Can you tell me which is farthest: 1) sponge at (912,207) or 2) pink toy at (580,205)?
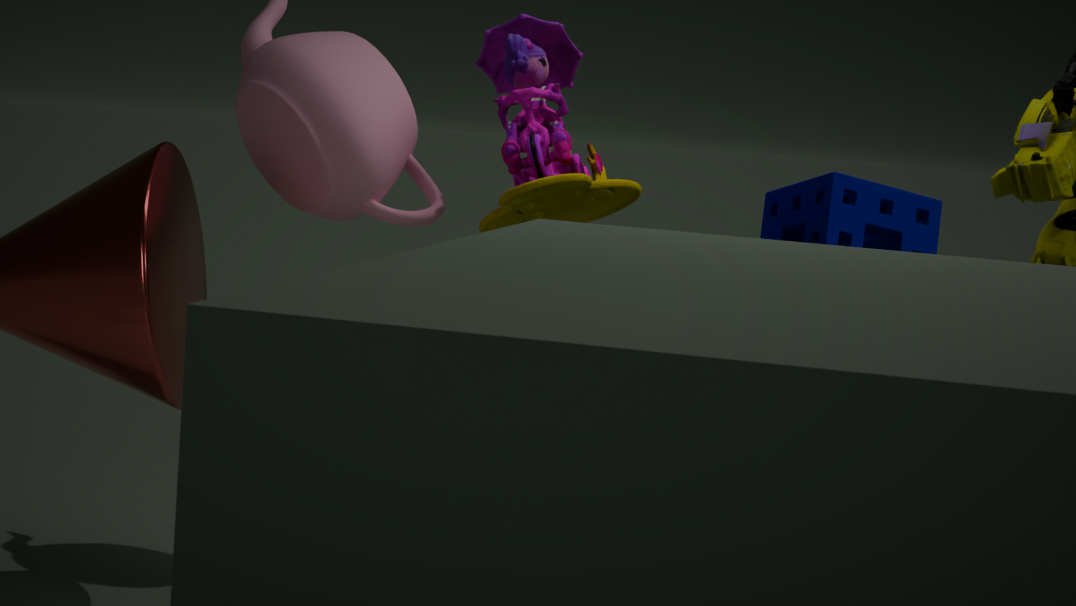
2. pink toy at (580,205)
